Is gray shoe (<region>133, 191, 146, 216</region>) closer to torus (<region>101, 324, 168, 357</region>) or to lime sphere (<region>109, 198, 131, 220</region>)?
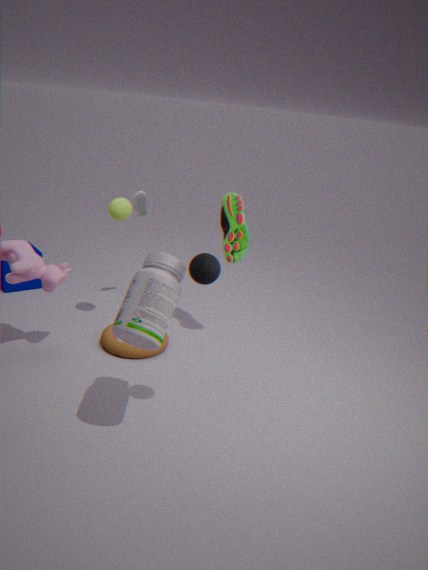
lime sphere (<region>109, 198, 131, 220</region>)
